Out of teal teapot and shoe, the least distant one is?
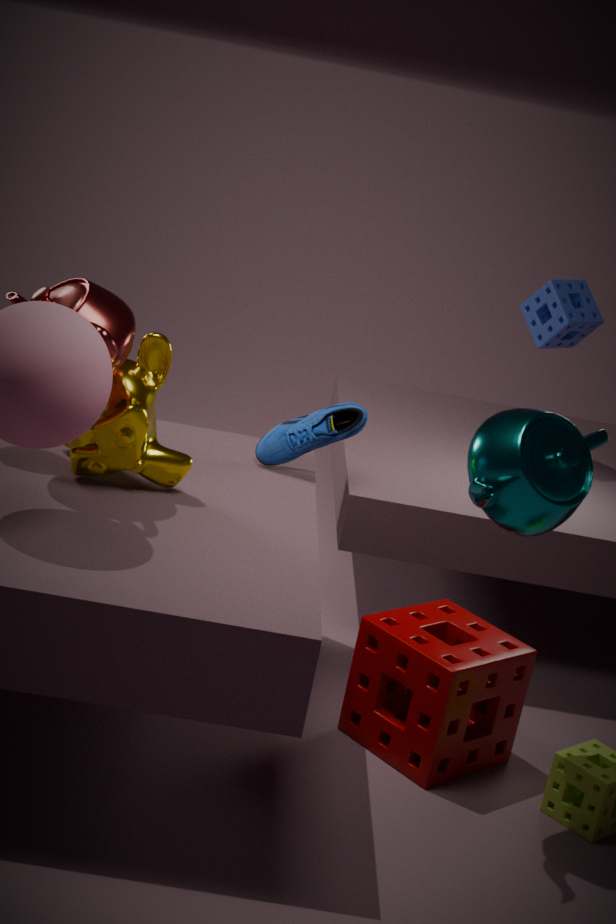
teal teapot
